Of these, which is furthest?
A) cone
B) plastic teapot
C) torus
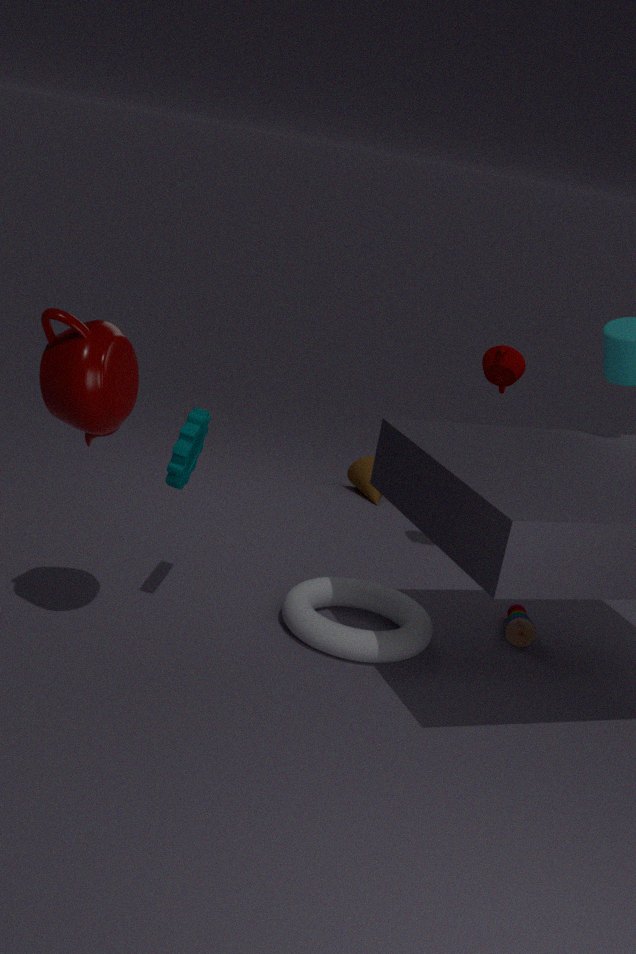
cone
